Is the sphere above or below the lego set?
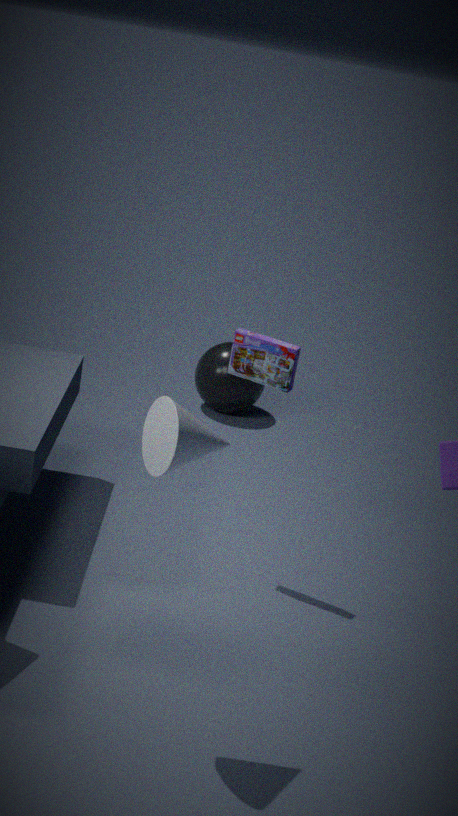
below
